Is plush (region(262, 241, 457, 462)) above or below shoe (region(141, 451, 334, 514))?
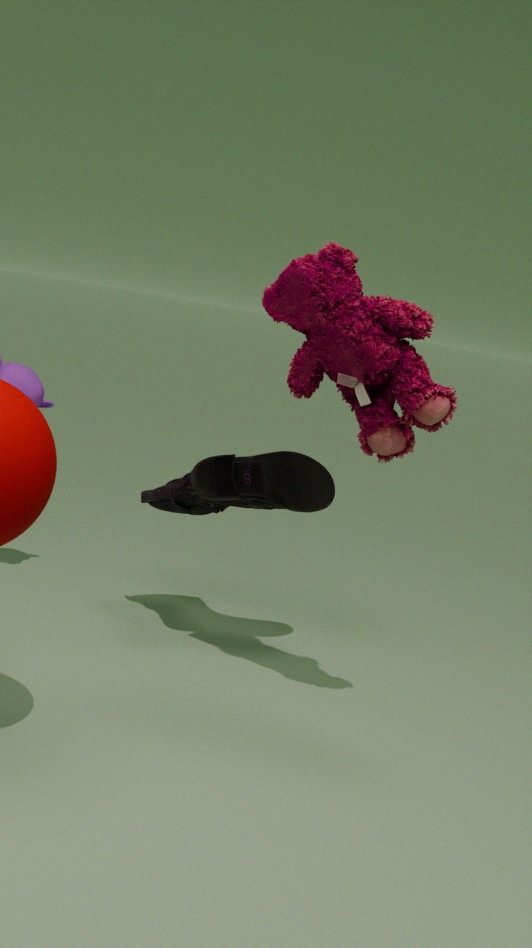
above
